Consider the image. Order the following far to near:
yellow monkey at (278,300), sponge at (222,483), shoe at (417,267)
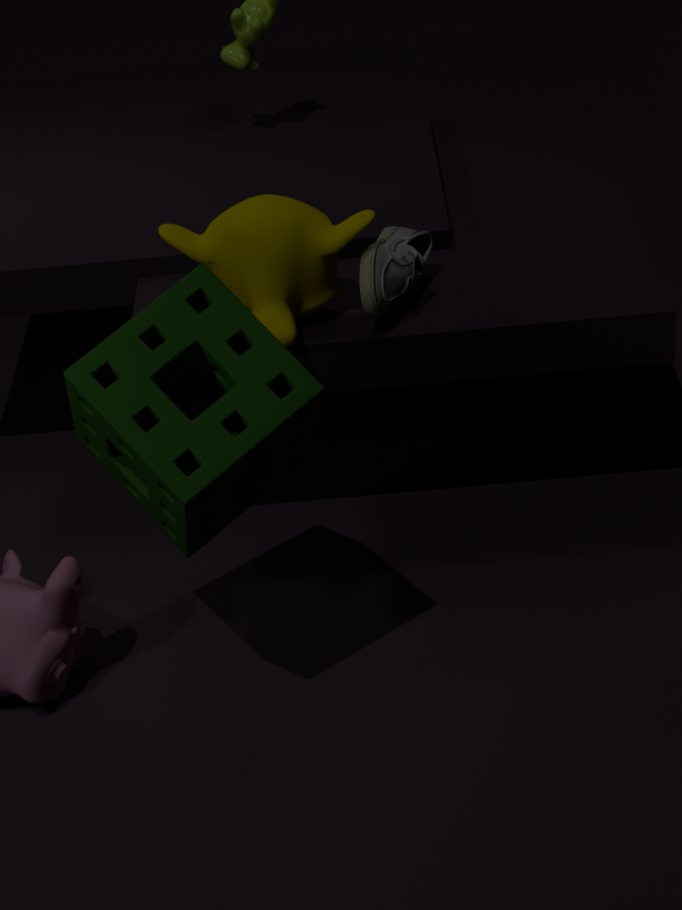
1. shoe at (417,267)
2. yellow monkey at (278,300)
3. sponge at (222,483)
